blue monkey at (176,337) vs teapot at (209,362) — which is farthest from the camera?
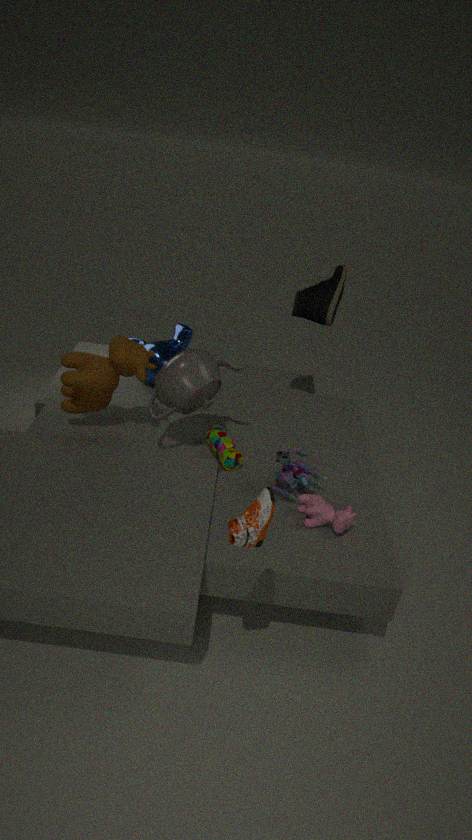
blue monkey at (176,337)
